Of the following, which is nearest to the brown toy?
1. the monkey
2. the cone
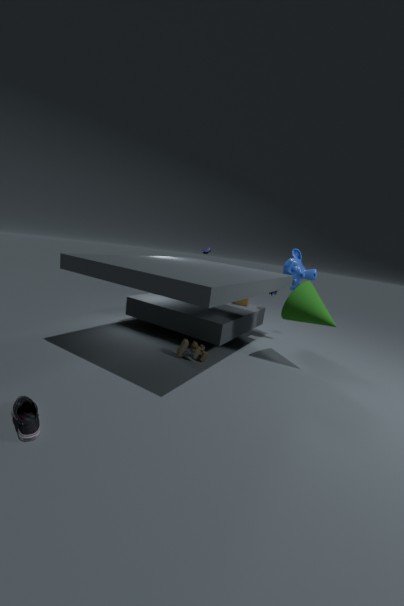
the cone
